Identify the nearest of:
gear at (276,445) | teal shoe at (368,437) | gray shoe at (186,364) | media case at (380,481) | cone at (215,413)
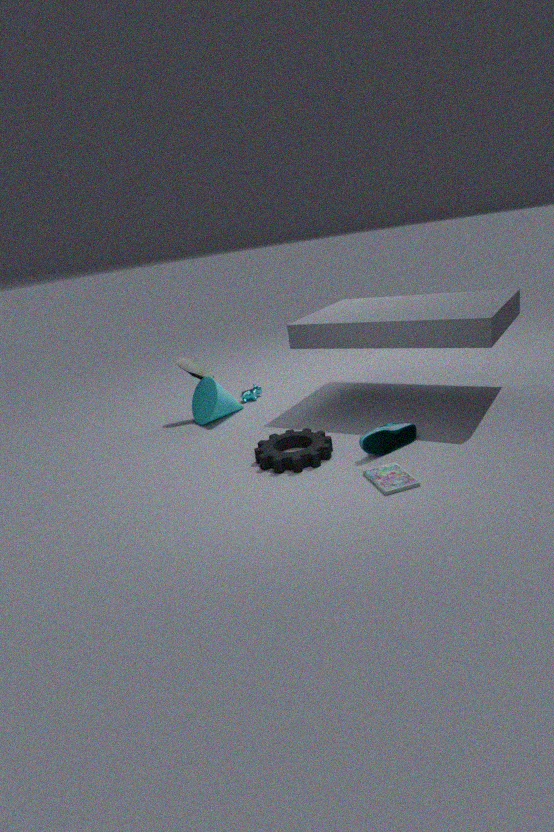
media case at (380,481)
